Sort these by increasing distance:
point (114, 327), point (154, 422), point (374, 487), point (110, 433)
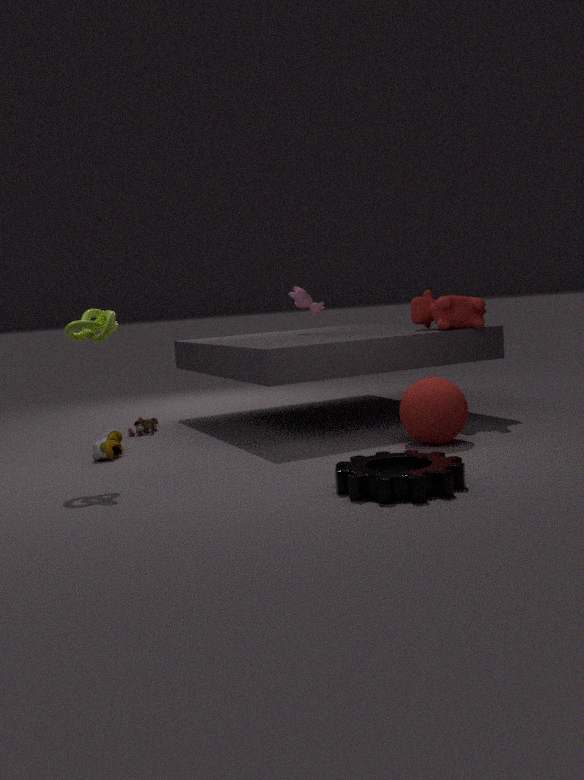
point (374, 487), point (114, 327), point (110, 433), point (154, 422)
